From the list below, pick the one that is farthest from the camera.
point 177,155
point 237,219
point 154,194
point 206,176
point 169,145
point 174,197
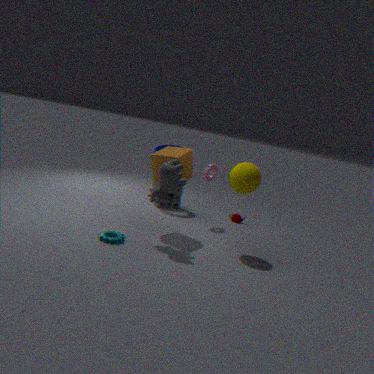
point 169,145
